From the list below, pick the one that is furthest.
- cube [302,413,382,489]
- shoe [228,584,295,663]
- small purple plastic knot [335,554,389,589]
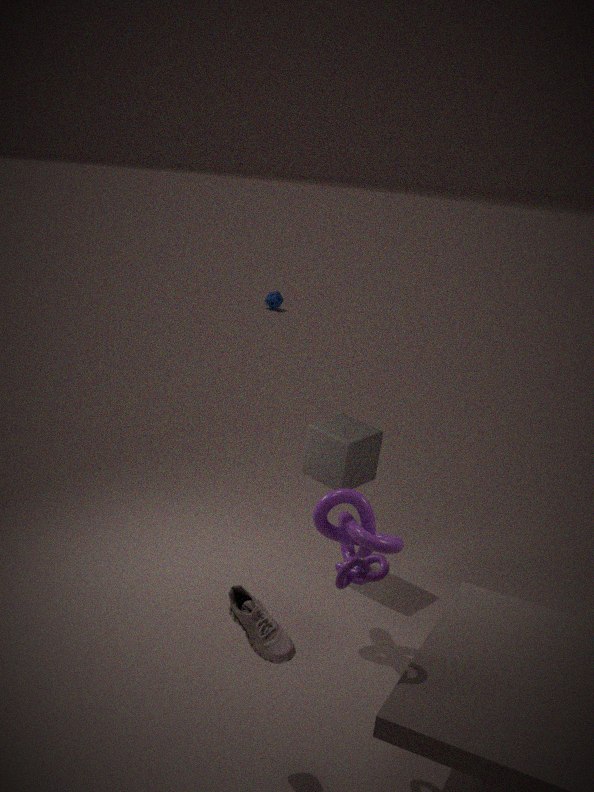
cube [302,413,382,489]
